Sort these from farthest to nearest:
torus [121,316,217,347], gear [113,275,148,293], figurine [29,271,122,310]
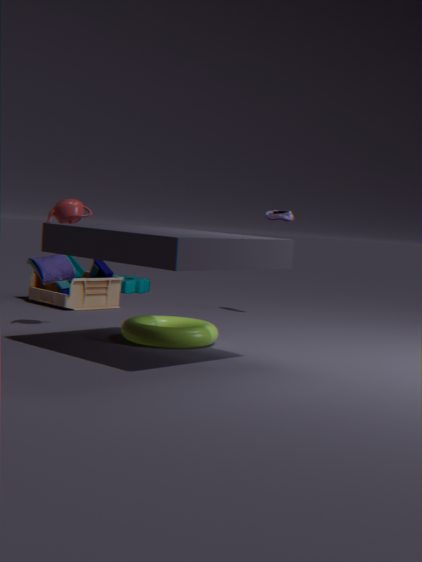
1. gear [113,275,148,293]
2. figurine [29,271,122,310]
3. torus [121,316,217,347]
